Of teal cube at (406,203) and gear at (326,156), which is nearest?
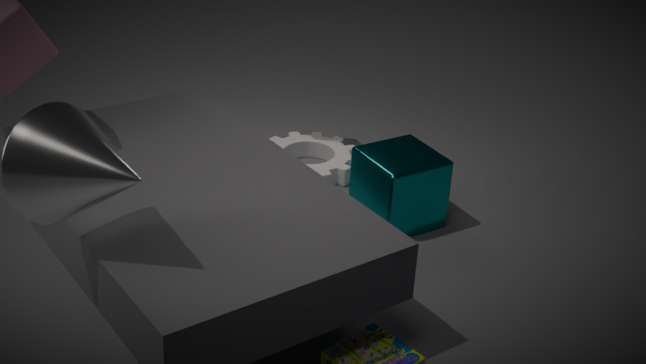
teal cube at (406,203)
